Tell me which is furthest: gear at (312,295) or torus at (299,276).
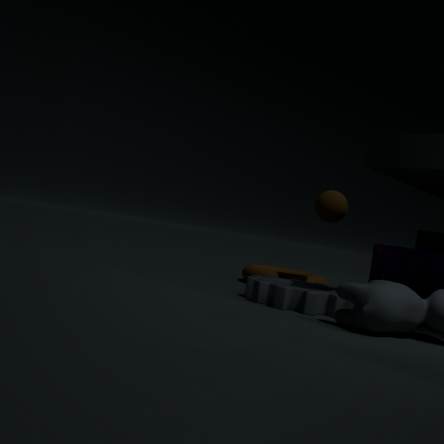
torus at (299,276)
